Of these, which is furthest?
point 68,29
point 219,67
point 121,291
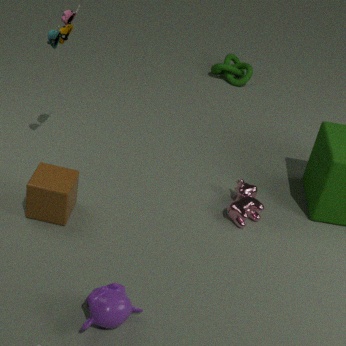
point 219,67
